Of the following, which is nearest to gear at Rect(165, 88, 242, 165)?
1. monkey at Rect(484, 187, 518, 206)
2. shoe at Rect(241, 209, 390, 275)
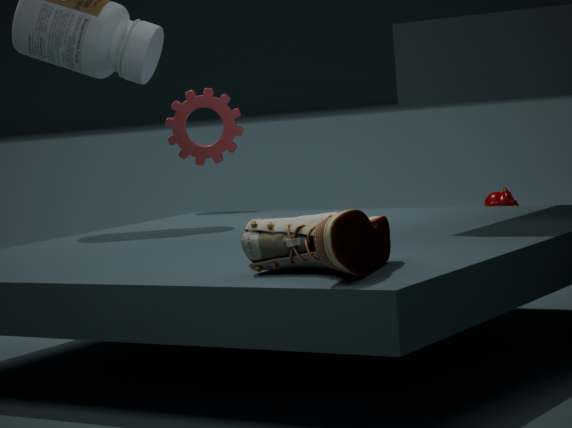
shoe at Rect(241, 209, 390, 275)
